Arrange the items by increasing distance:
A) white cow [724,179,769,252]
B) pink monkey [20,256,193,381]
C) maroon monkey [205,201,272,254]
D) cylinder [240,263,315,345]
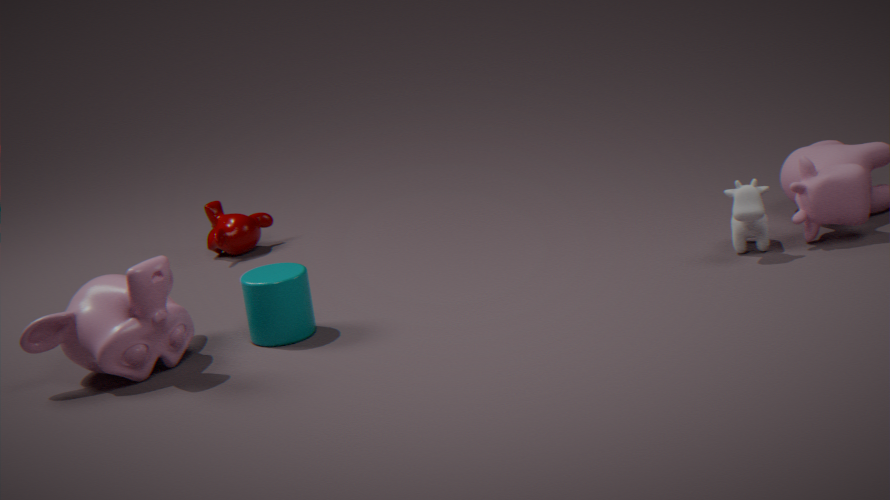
pink monkey [20,256,193,381] < cylinder [240,263,315,345] < white cow [724,179,769,252] < maroon monkey [205,201,272,254]
